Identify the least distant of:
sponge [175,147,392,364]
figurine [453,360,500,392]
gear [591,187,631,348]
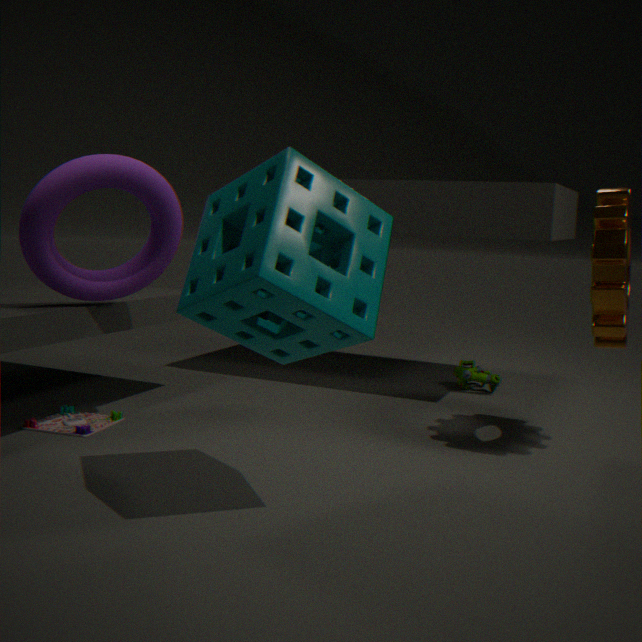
sponge [175,147,392,364]
